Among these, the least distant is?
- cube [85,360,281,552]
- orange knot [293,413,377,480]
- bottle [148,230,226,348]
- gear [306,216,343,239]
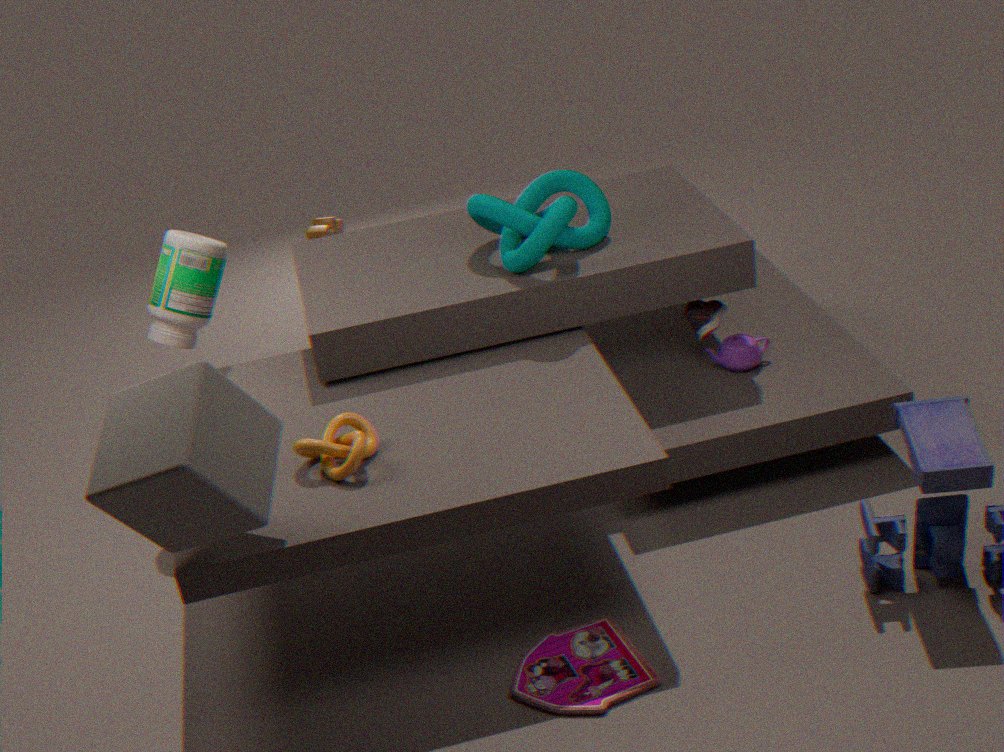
cube [85,360,281,552]
